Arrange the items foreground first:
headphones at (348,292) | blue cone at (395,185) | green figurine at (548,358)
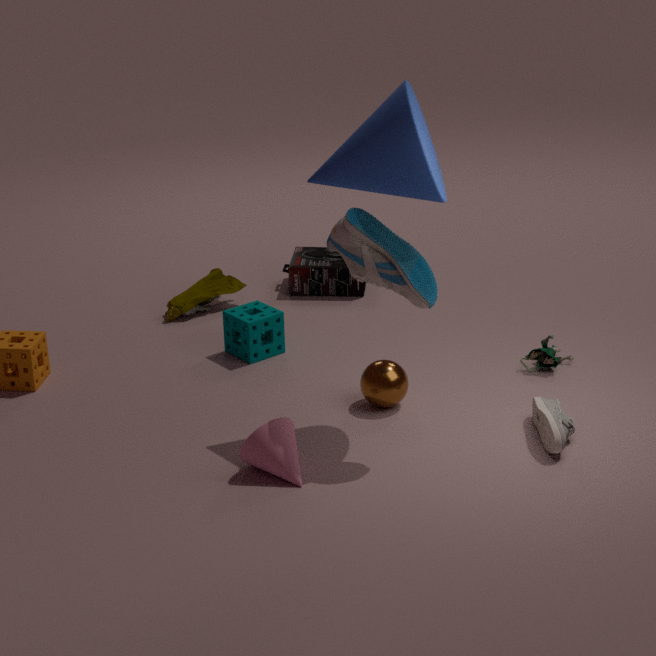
1. blue cone at (395,185)
2. green figurine at (548,358)
3. headphones at (348,292)
